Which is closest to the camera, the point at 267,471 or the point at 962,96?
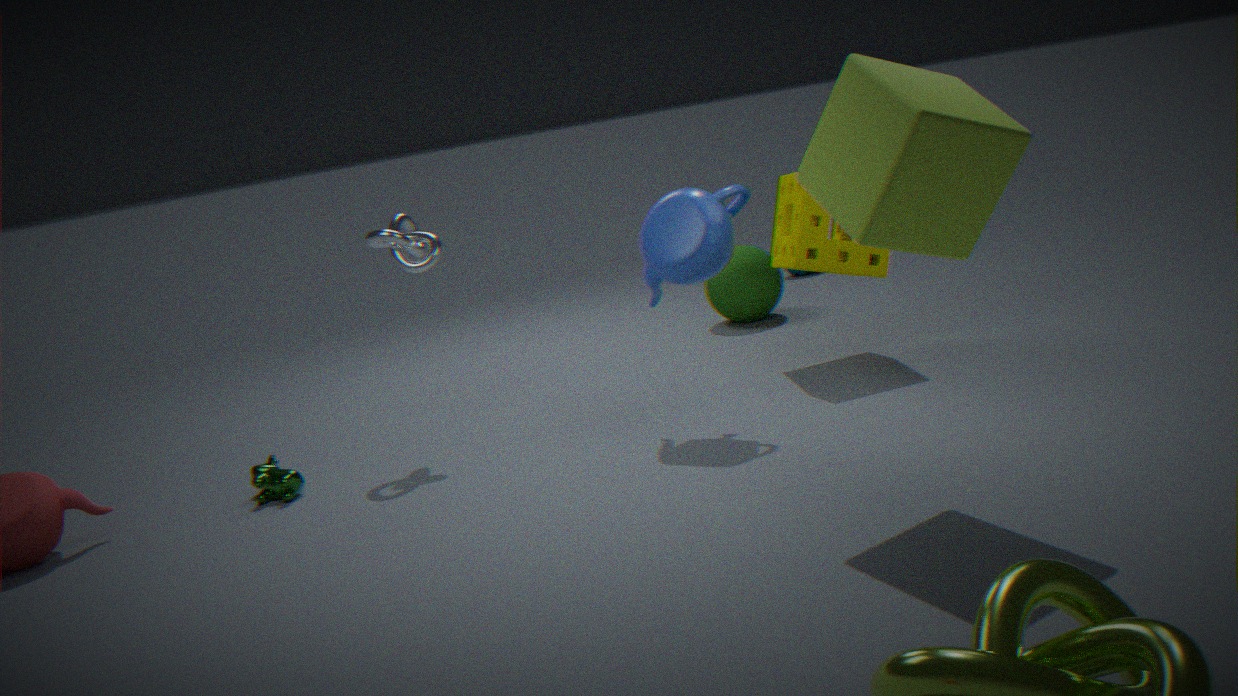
the point at 962,96
